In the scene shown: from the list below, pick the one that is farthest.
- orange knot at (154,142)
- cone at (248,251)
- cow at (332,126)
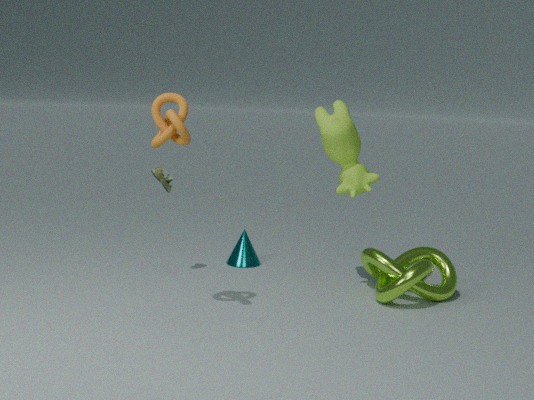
cone at (248,251)
